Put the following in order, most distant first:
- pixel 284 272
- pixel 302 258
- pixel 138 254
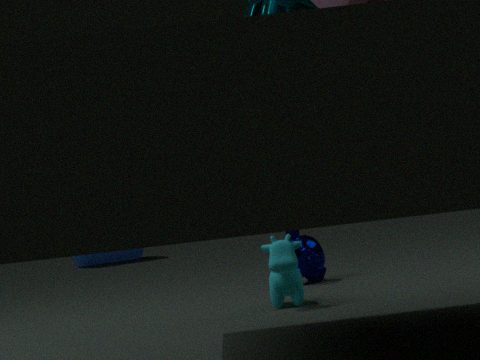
1. pixel 138 254
2. pixel 302 258
3. pixel 284 272
